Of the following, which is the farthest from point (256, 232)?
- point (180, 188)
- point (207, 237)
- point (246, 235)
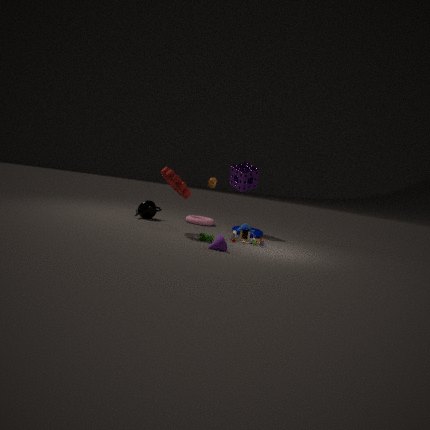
point (180, 188)
